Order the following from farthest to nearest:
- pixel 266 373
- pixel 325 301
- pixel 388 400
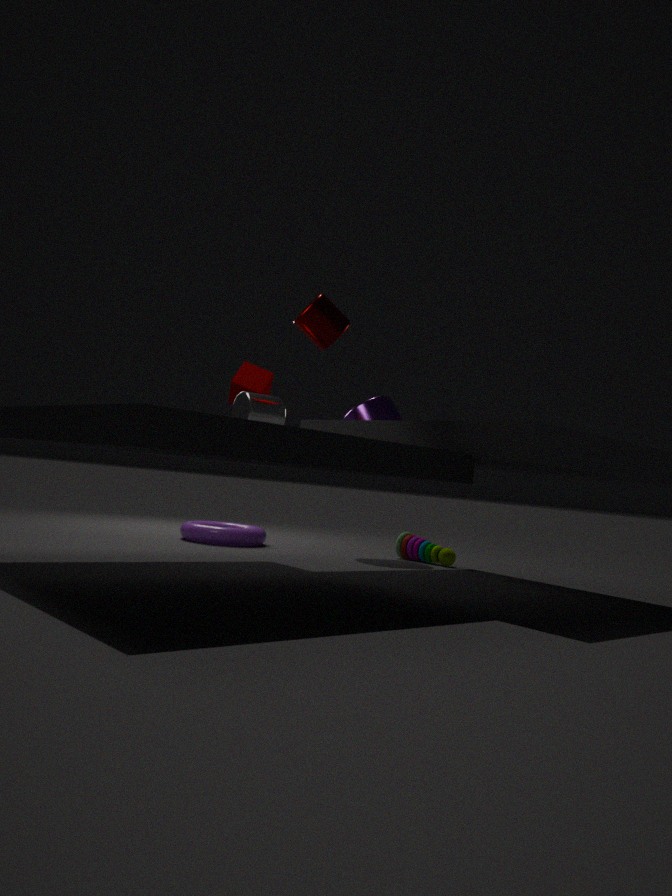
pixel 388 400, pixel 266 373, pixel 325 301
